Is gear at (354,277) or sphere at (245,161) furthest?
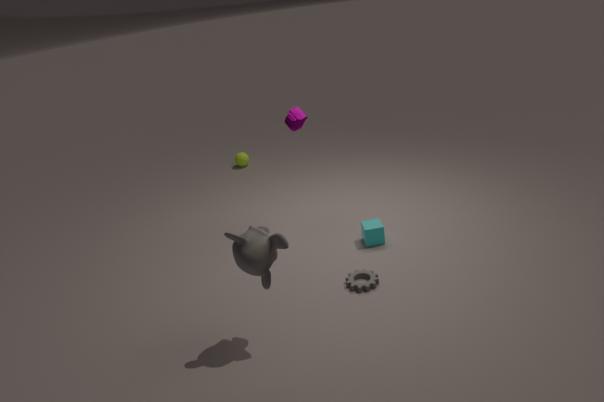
sphere at (245,161)
